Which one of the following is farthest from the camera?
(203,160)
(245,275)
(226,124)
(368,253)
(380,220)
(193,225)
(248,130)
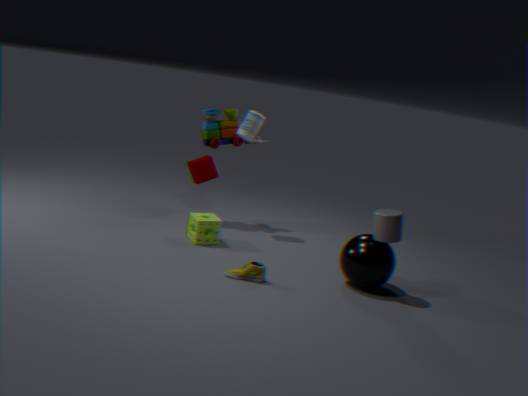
(226,124)
